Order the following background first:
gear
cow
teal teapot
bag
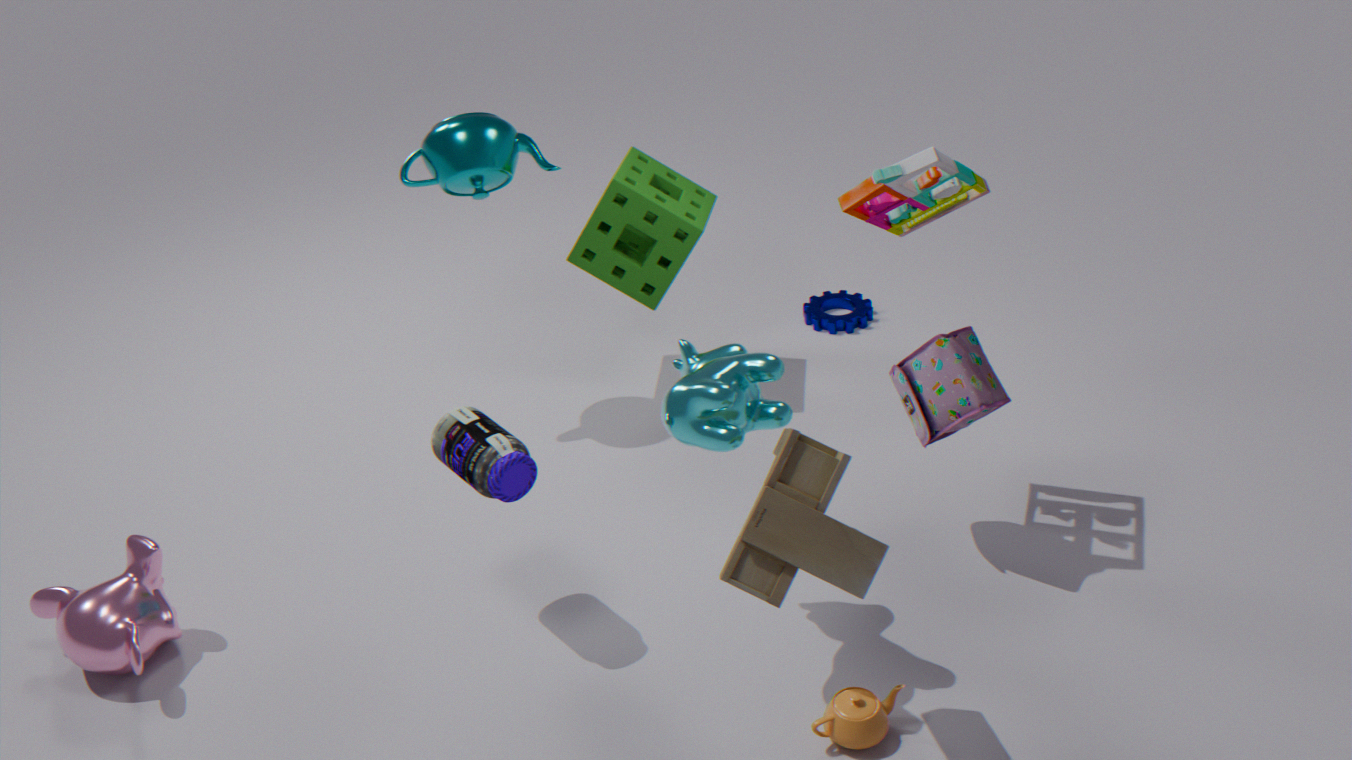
1. gear
2. teal teapot
3. bag
4. cow
